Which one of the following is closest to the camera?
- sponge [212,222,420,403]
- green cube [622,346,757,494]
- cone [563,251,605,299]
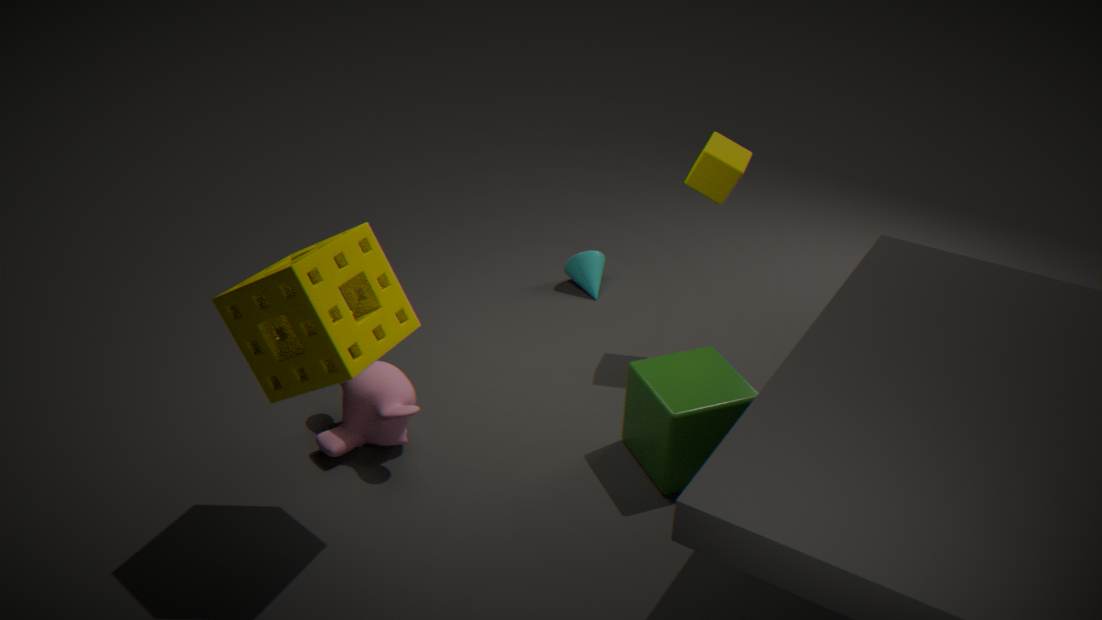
sponge [212,222,420,403]
